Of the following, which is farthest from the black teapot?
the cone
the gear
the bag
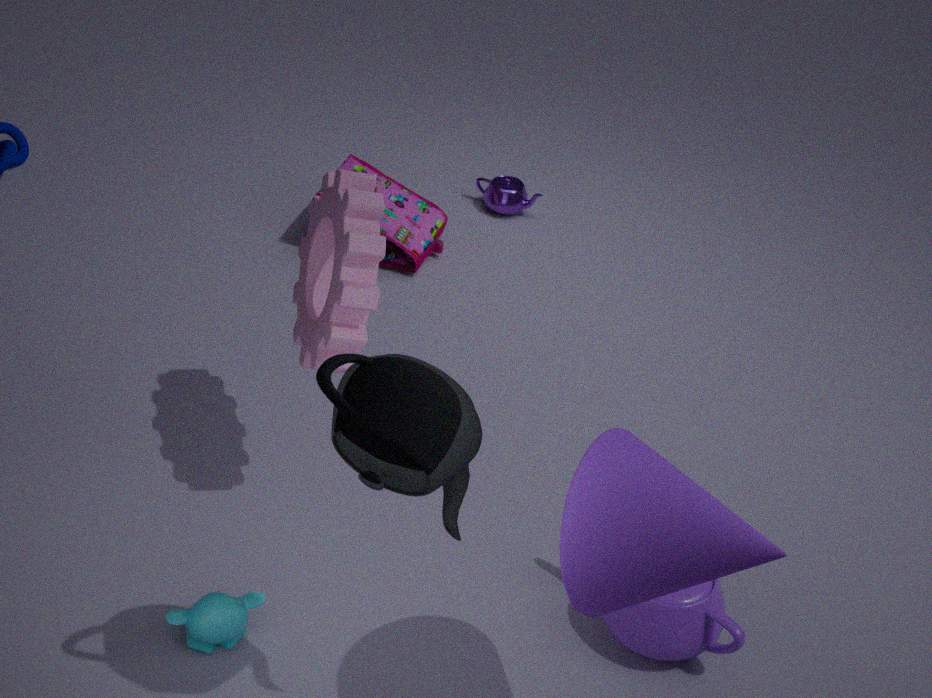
the bag
